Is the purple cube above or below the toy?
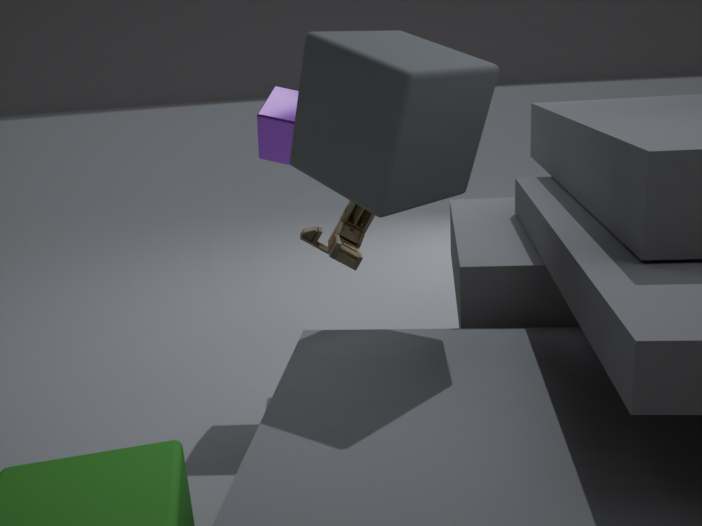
above
